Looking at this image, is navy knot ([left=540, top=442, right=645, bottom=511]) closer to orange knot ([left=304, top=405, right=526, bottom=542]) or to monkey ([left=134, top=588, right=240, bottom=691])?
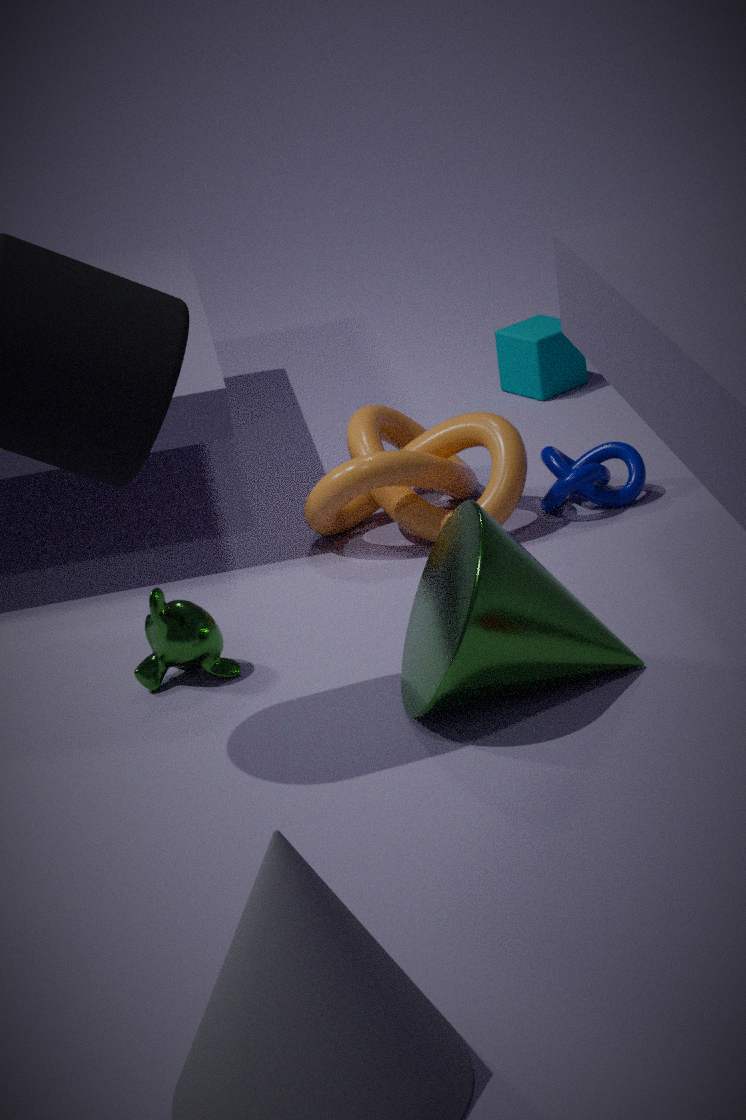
orange knot ([left=304, top=405, right=526, bottom=542])
